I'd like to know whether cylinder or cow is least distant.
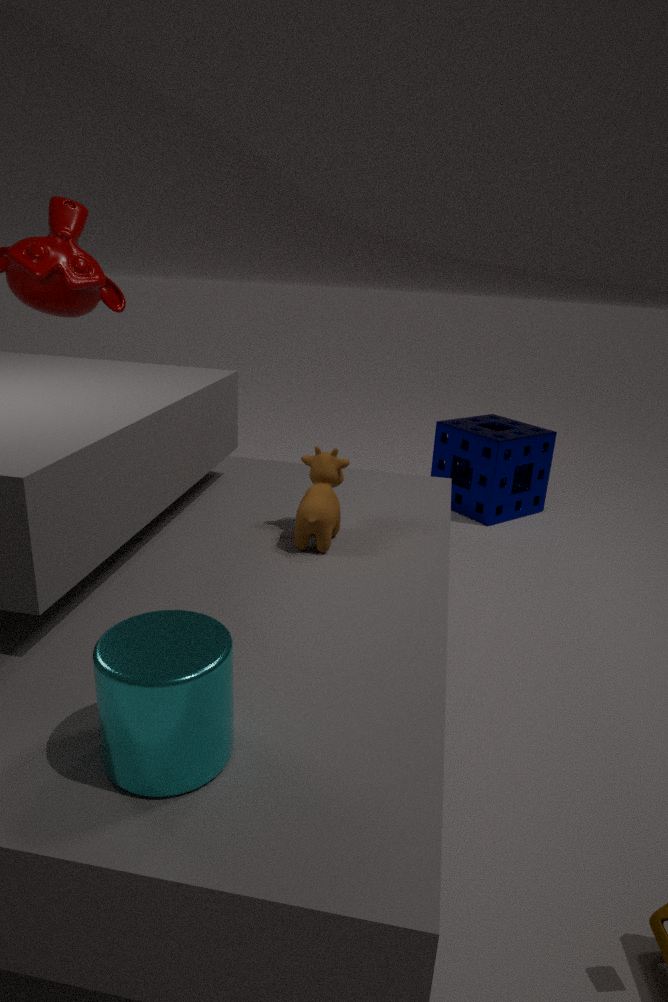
cylinder
